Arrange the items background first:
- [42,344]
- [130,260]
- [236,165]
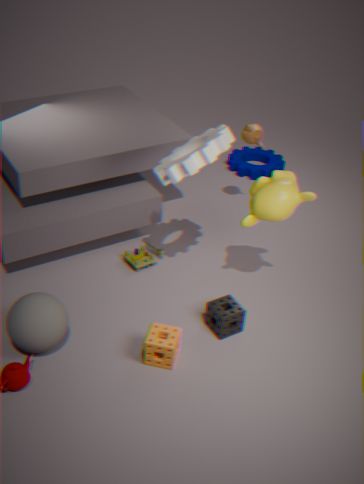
[236,165] < [130,260] < [42,344]
